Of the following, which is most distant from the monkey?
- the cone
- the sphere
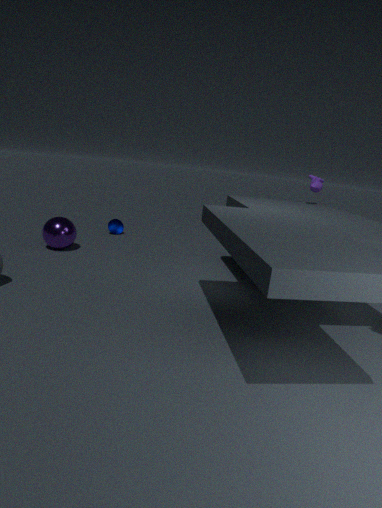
the sphere
